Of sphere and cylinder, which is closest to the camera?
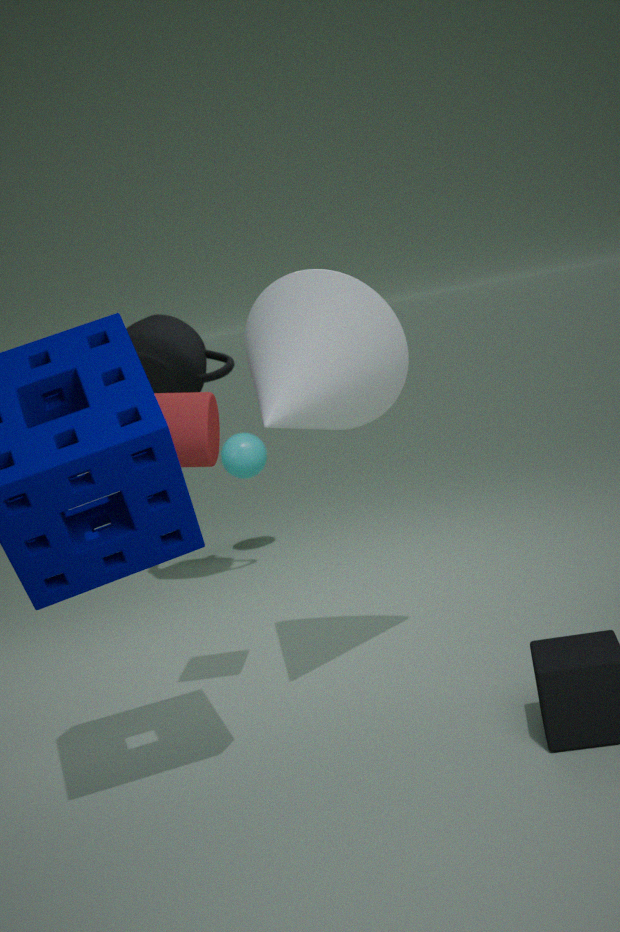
cylinder
